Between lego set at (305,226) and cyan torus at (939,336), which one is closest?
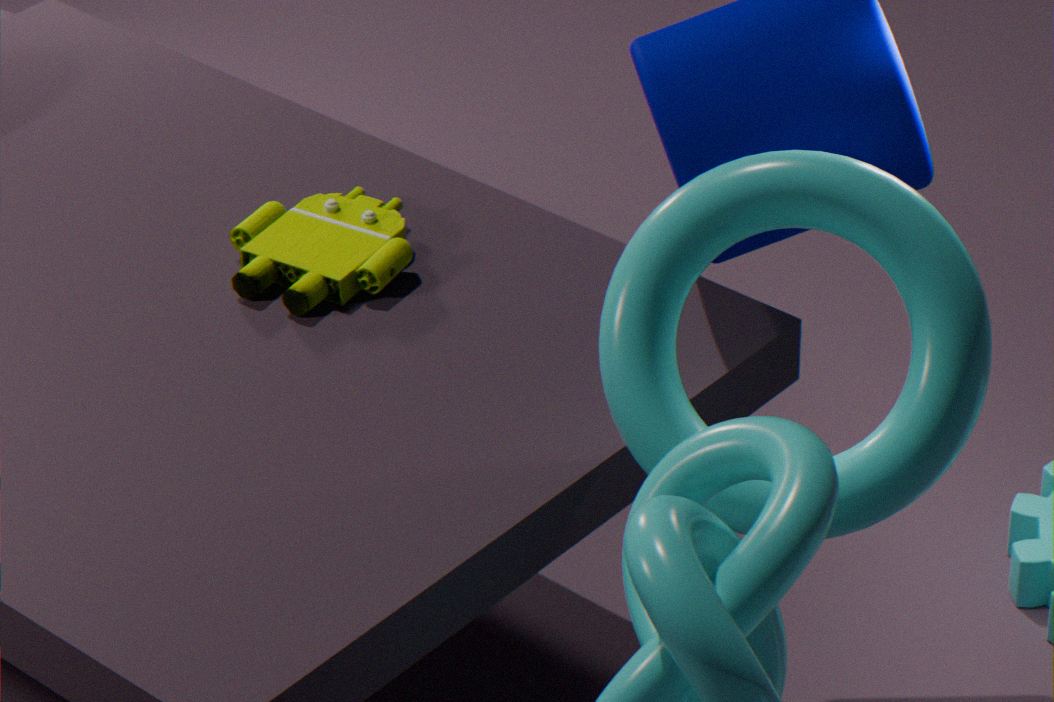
cyan torus at (939,336)
